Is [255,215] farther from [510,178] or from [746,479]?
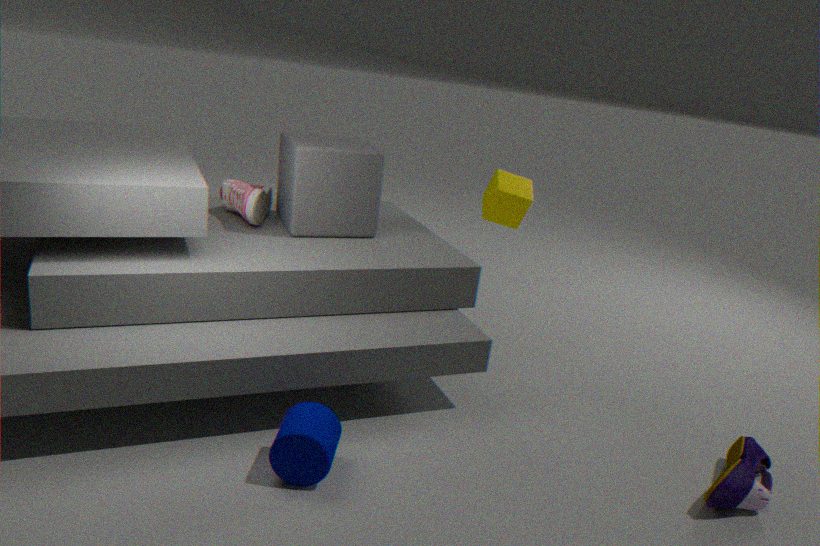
[746,479]
